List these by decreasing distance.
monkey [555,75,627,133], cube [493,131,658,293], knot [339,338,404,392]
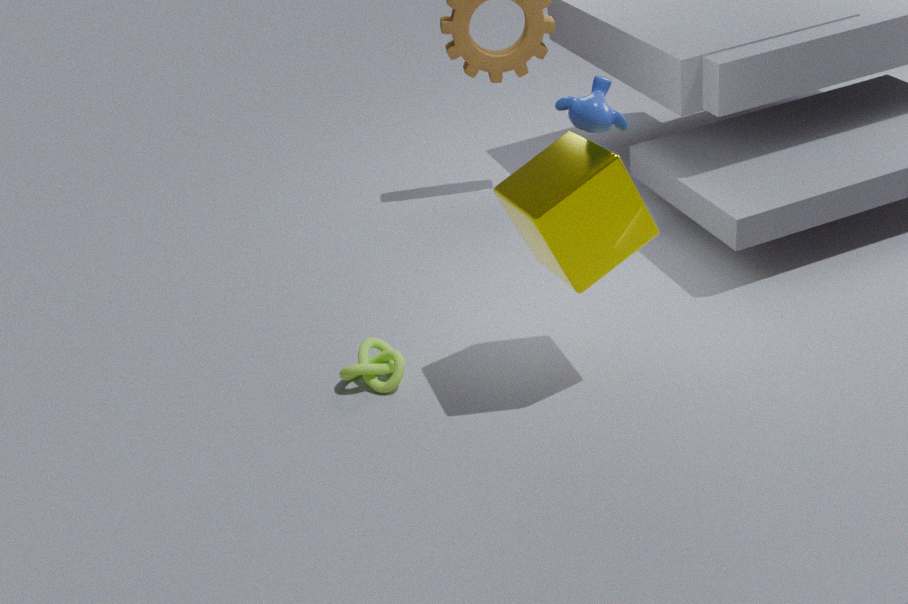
1. knot [339,338,404,392]
2. monkey [555,75,627,133]
3. cube [493,131,658,293]
